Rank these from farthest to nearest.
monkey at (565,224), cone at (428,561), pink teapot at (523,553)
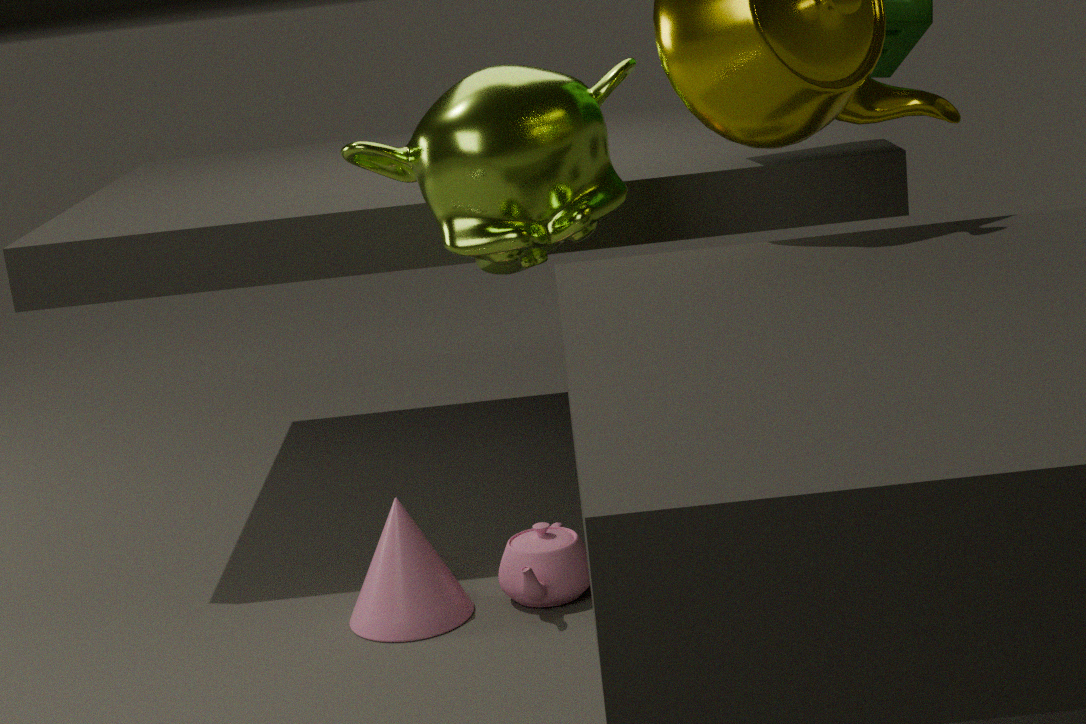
pink teapot at (523,553) < cone at (428,561) < monkey at (565,224)
